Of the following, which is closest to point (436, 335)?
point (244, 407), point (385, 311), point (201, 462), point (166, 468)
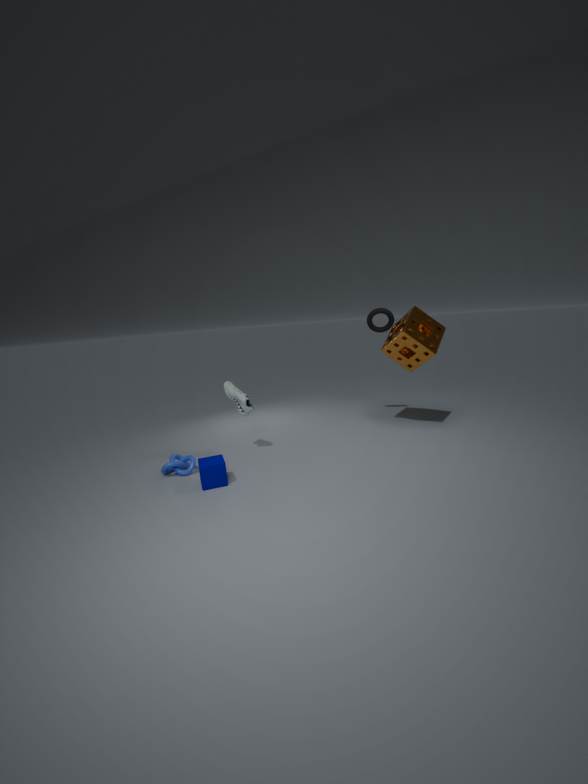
point (385, 311)
